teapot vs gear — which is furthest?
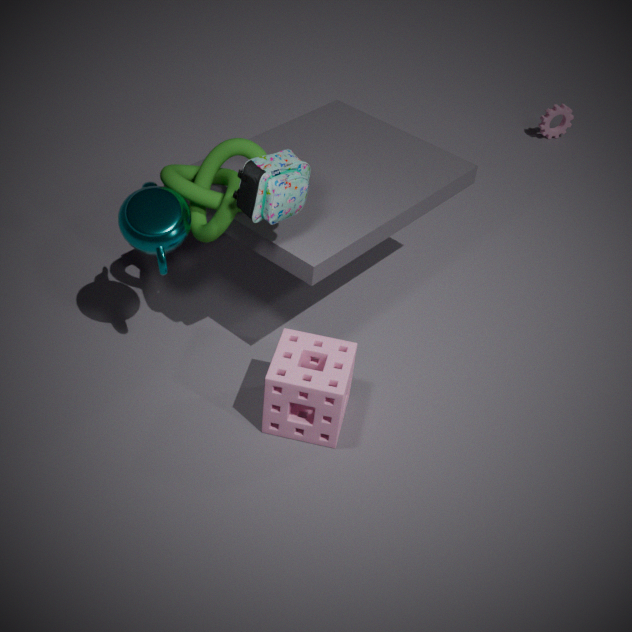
gear
